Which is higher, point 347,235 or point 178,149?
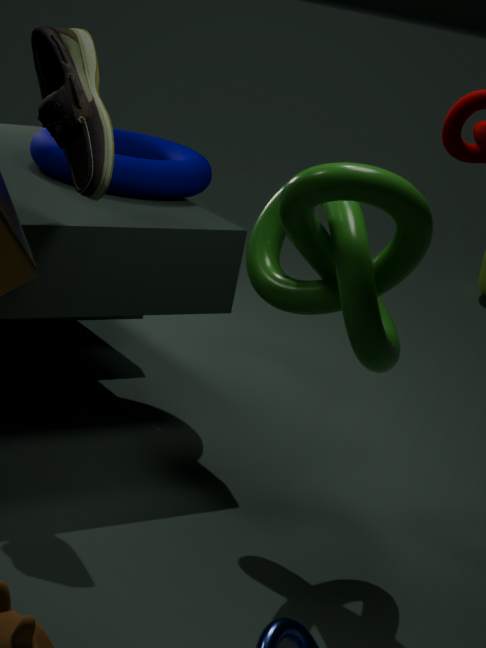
point 347,235
